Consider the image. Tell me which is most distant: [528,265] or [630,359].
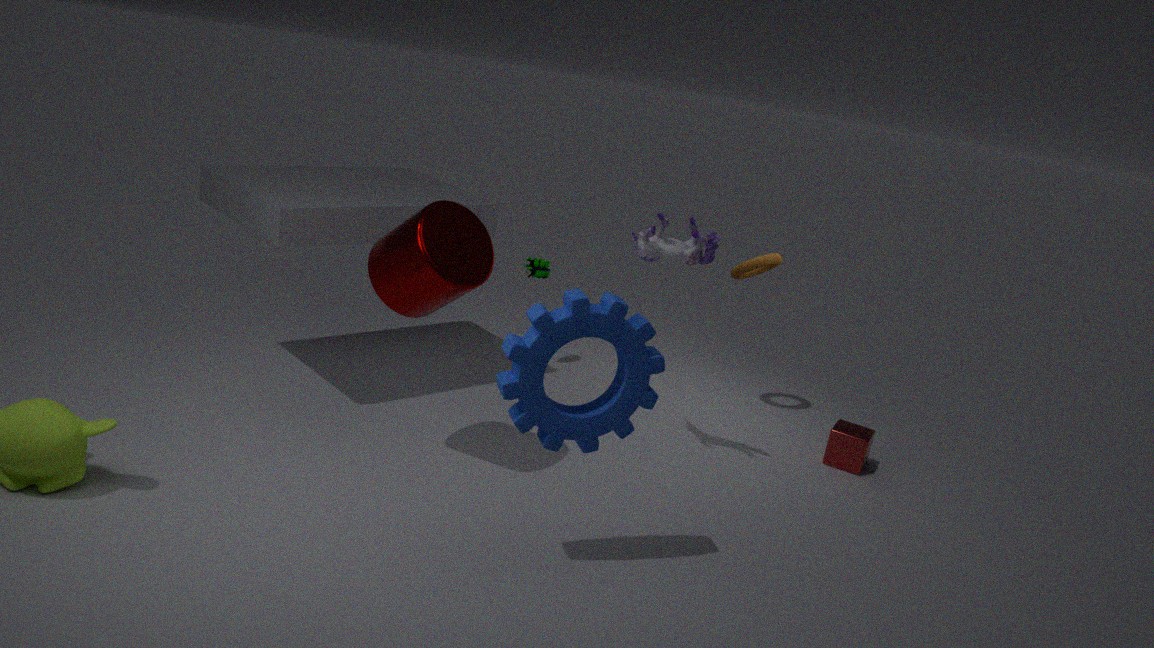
[528,265]
